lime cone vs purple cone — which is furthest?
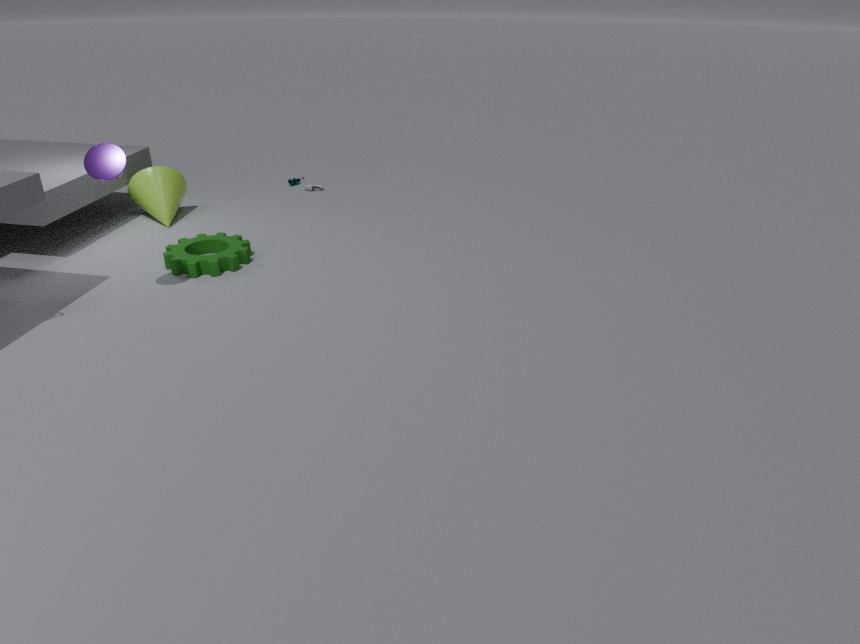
lime cone
